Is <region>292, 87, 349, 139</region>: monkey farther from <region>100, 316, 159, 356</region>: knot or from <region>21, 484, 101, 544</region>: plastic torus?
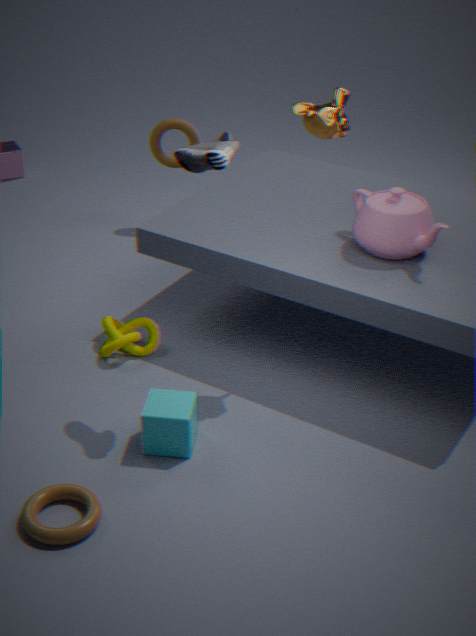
<region>21, 484, 101, 544</region>: plastic torus
